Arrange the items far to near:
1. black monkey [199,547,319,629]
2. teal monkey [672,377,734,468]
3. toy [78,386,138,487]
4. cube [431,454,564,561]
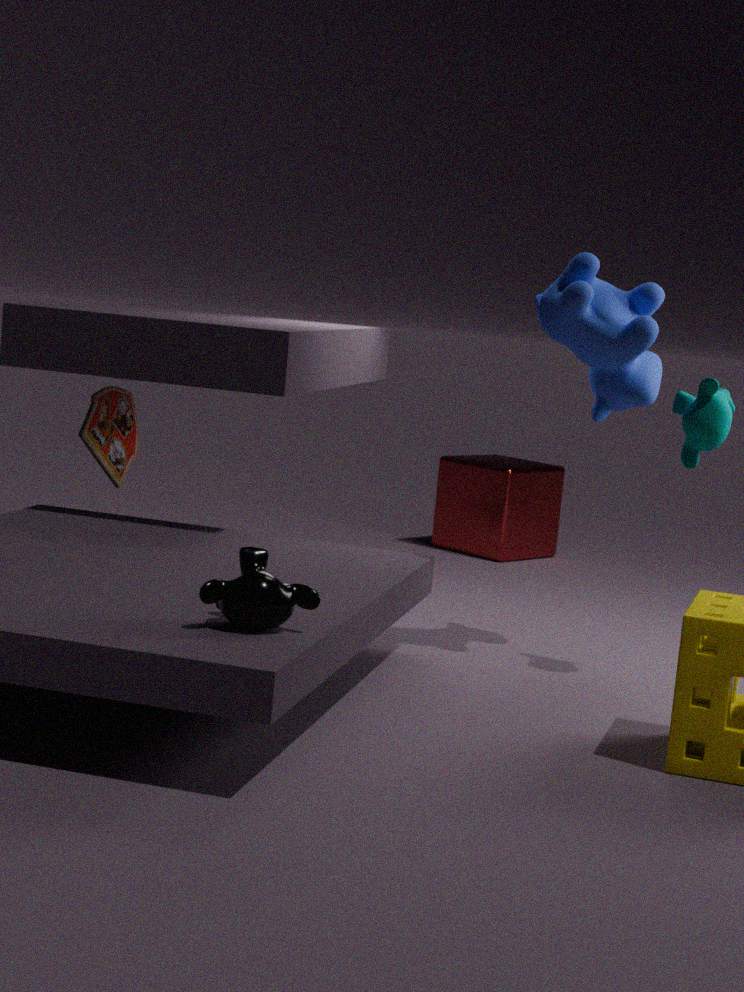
cube [431,454,564,561], toy [78,386,138,487], teal monkey [672,377,734,468], black monkey [199,547,319,629]
